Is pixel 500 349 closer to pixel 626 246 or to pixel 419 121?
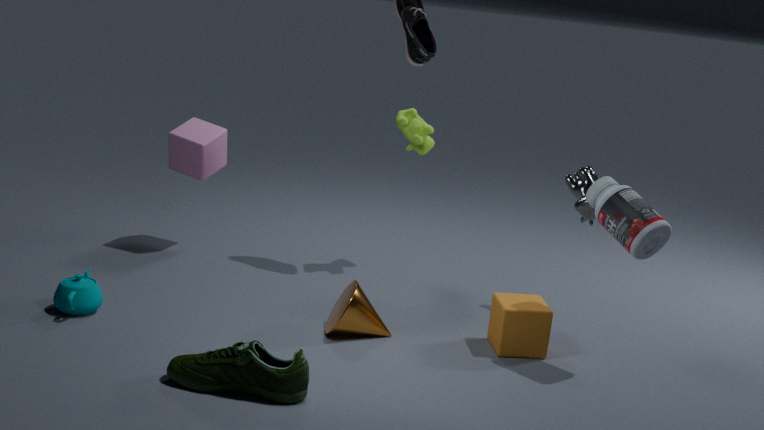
pixel 626 246
